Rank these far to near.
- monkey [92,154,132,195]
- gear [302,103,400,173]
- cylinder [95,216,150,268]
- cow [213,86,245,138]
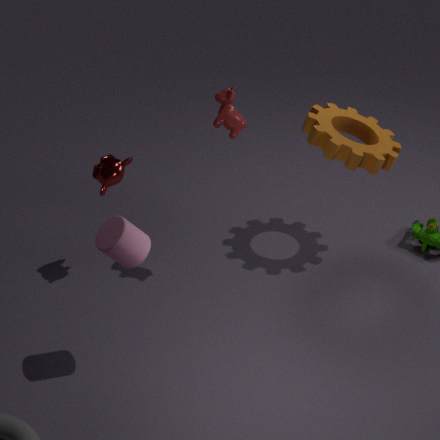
gear [302,103,400,173] → monkey [92,154,132,195] → cow [213,86,245,138] → cylinder [95,216,150,268]
